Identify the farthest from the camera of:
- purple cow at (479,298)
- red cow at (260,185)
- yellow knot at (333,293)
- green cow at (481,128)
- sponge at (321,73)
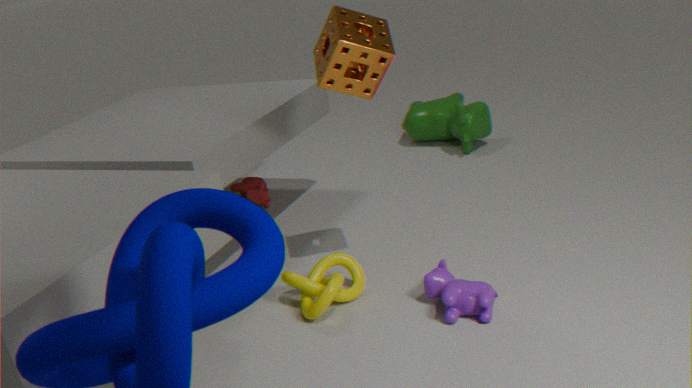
green cow at (481,128)
